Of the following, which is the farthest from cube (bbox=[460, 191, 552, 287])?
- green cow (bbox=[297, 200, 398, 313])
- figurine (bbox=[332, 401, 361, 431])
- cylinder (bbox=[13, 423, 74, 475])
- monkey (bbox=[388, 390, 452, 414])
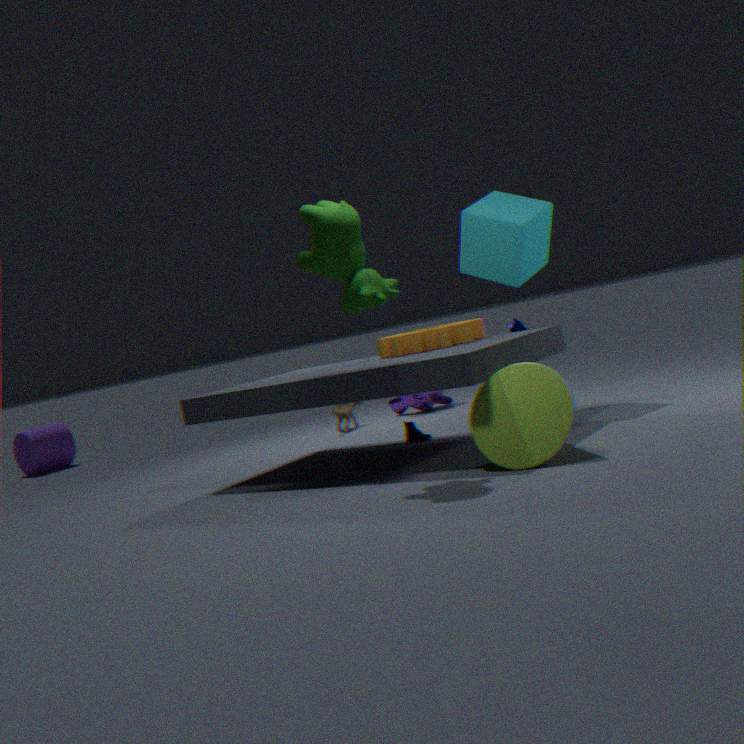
cylinder (bbox=[13, 423, 74, 475])
